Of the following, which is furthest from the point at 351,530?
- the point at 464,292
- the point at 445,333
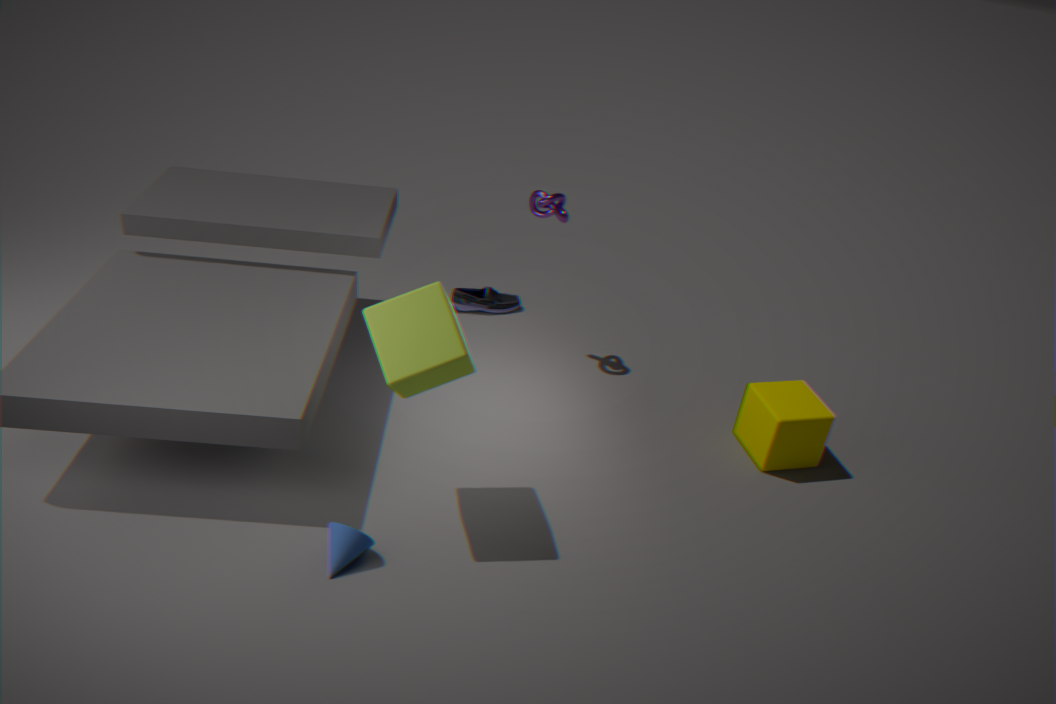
the point at 464,292
